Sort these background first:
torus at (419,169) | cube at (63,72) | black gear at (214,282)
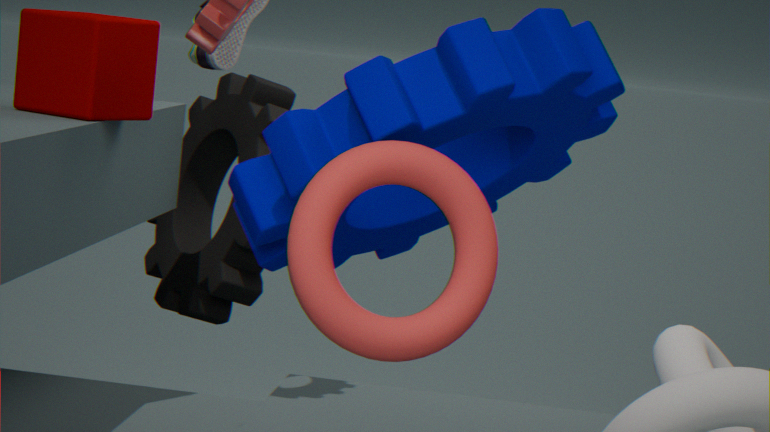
black gear at (214,282), cube at (63,72), torus at (419,169)
